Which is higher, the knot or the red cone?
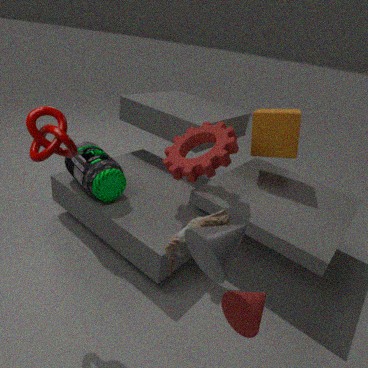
the knot
